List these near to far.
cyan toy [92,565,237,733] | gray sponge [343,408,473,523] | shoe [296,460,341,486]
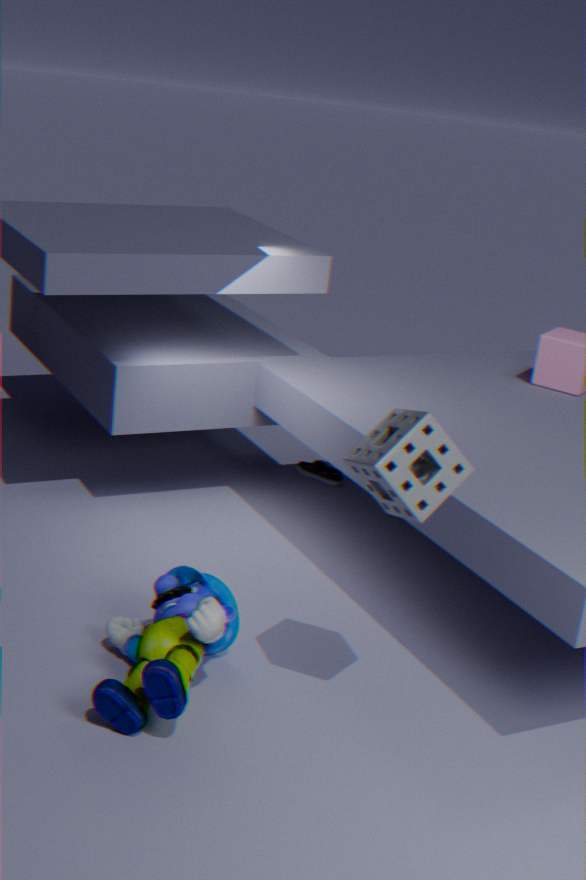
gray sponge [343,408,473,523], cyan toy [92,565,237,733], shoe [296,460,341,486]
